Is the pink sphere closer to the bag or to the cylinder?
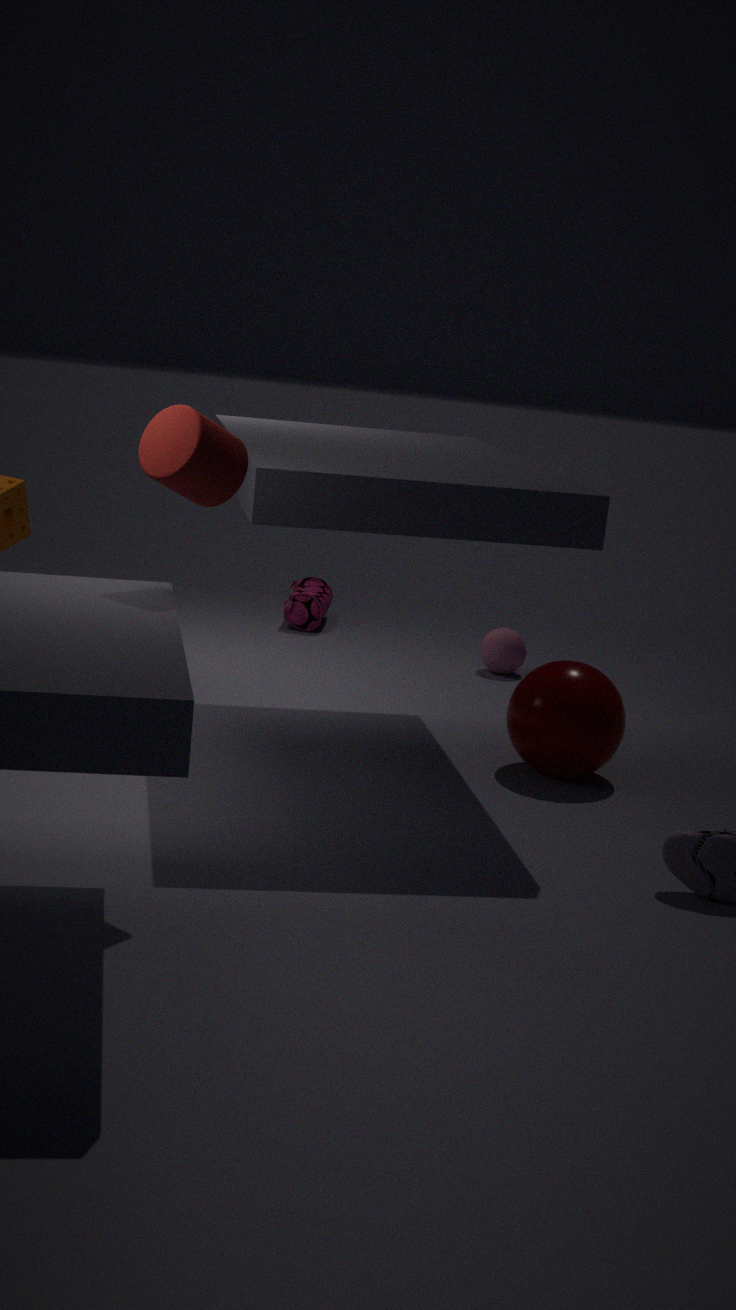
the bag
